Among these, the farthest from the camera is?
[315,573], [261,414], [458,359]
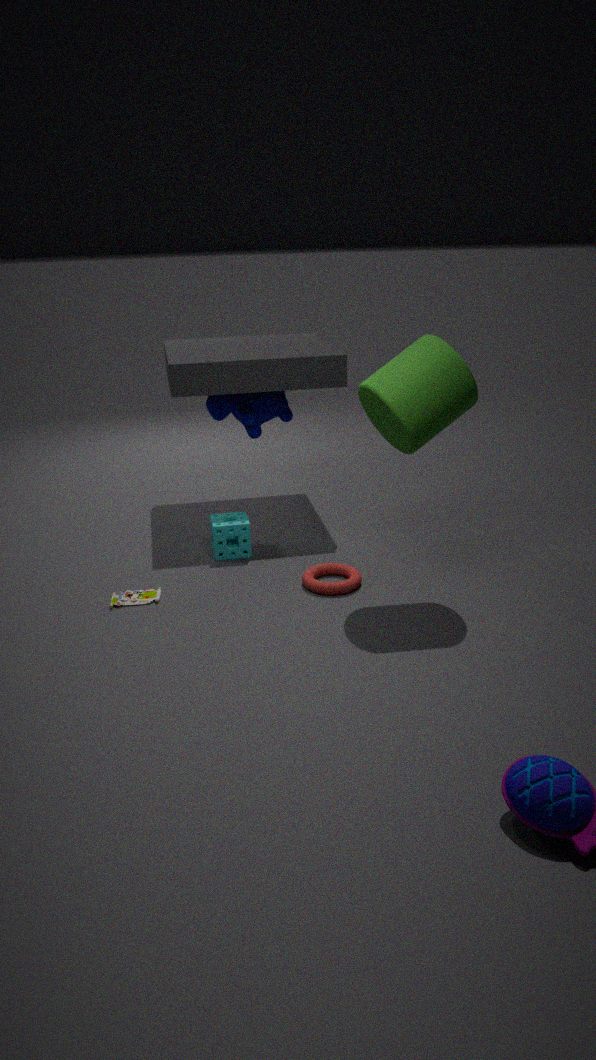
[261,414]
